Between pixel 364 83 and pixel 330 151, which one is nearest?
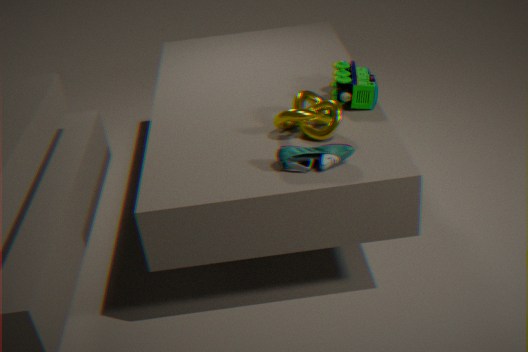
pixel 330 151
